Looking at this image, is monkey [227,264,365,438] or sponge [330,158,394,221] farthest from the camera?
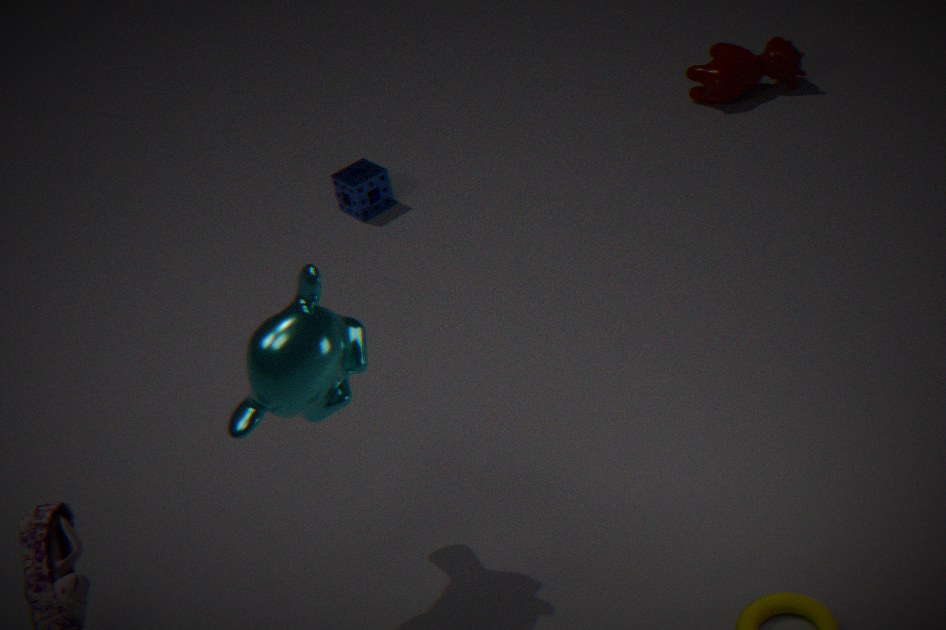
sponge [330,158,394,221]
